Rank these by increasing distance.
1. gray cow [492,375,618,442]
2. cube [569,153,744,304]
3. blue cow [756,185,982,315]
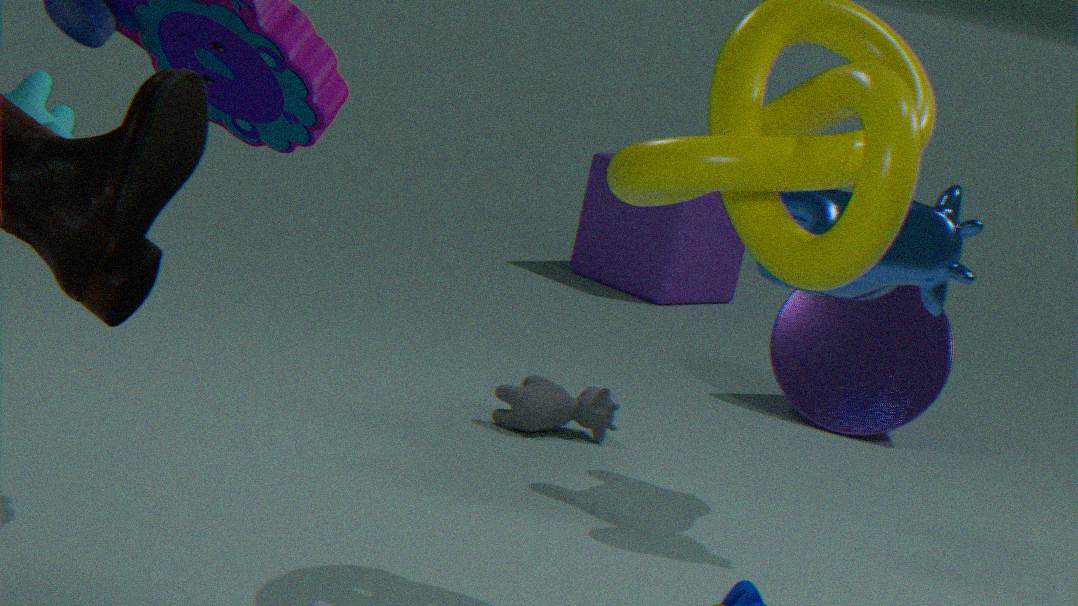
blue cow [756,185,982,315] < gray cow [492,375,618,442] < cube [569,153,744,304]
